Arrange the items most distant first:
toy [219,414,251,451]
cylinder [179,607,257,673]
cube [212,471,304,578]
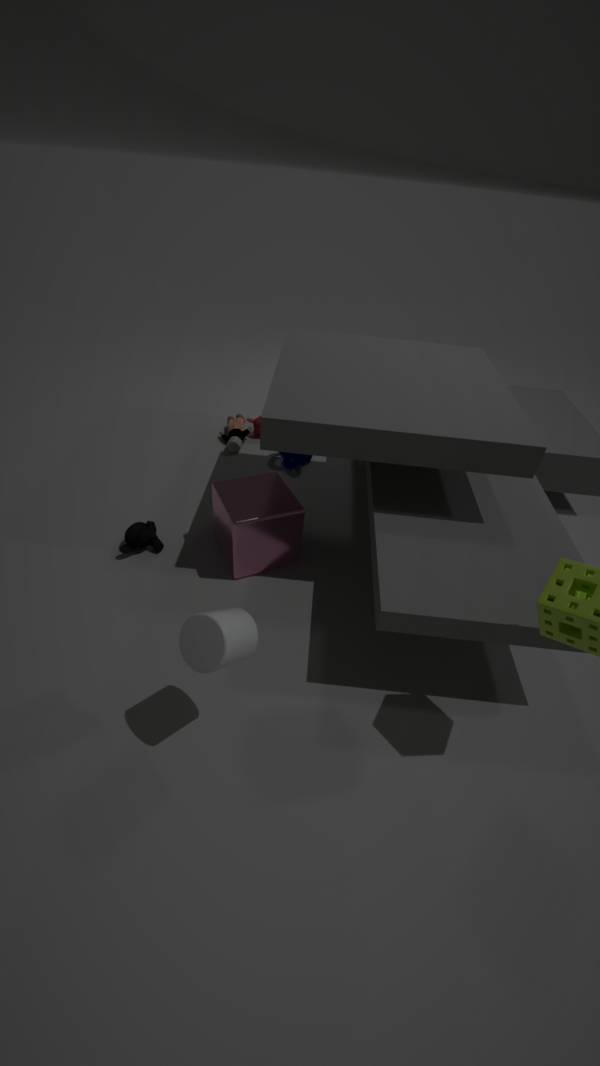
toy [219,414,251,451] → cube [212,471,304,578] → cylinder [179,607,257,673]
